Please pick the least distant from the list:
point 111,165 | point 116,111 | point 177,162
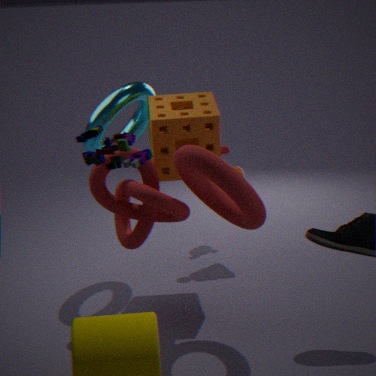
point 111,165
